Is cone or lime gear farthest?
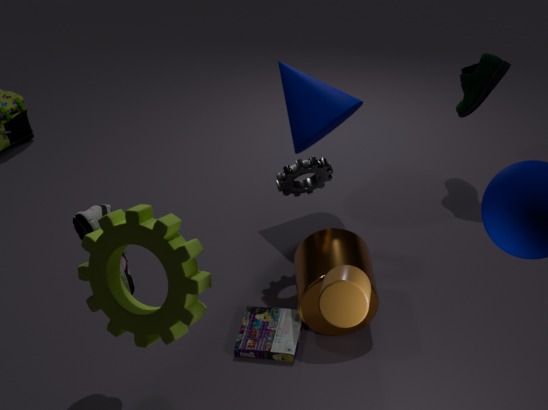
cone
